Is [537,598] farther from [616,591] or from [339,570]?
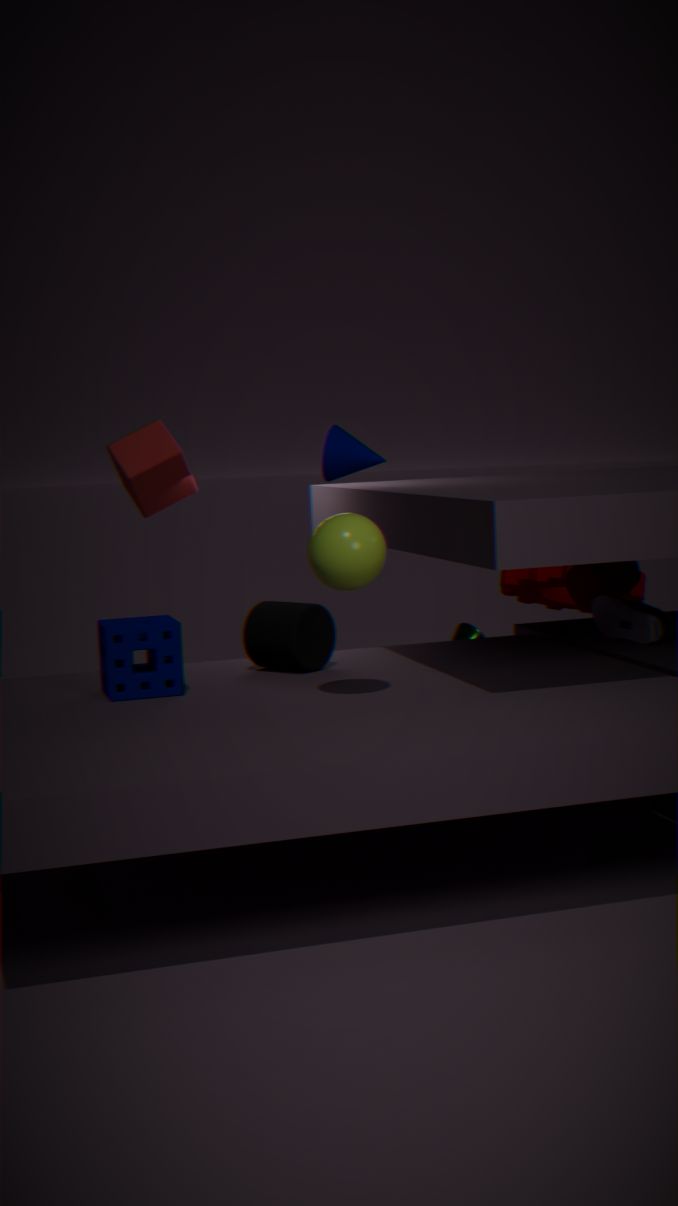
[339,570]
